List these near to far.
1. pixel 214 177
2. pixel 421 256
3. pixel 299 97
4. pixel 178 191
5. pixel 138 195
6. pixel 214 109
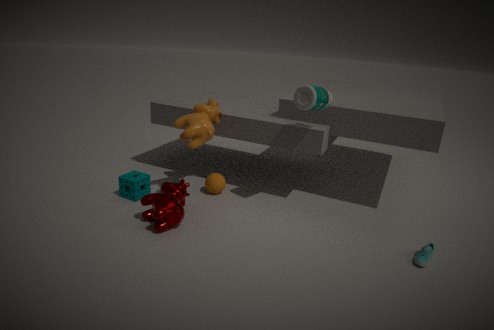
pixel 421 256
pixel 299 97
pixel 178 191
pixel 138 195
pixel 214 109
pixel 214 177
